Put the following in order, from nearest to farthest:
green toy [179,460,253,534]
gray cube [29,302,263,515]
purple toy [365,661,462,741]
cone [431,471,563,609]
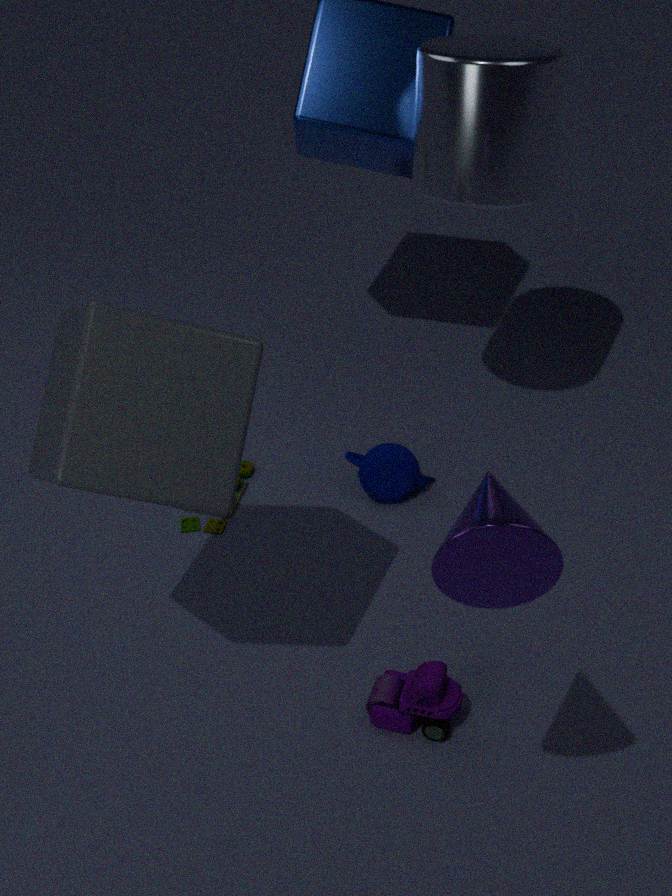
cone [431,471,563,609] < gray cube [29,302,263,515] < purple toy [365,661,462,741] < green toy [179,460,253,534]
